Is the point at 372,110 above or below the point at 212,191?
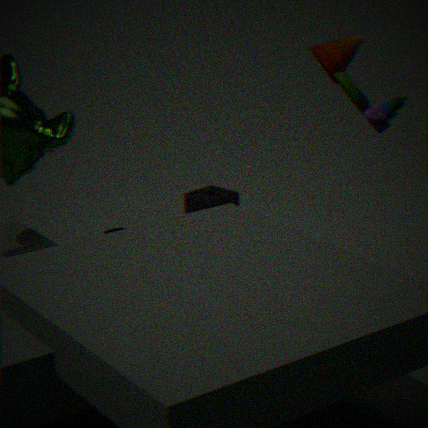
above
